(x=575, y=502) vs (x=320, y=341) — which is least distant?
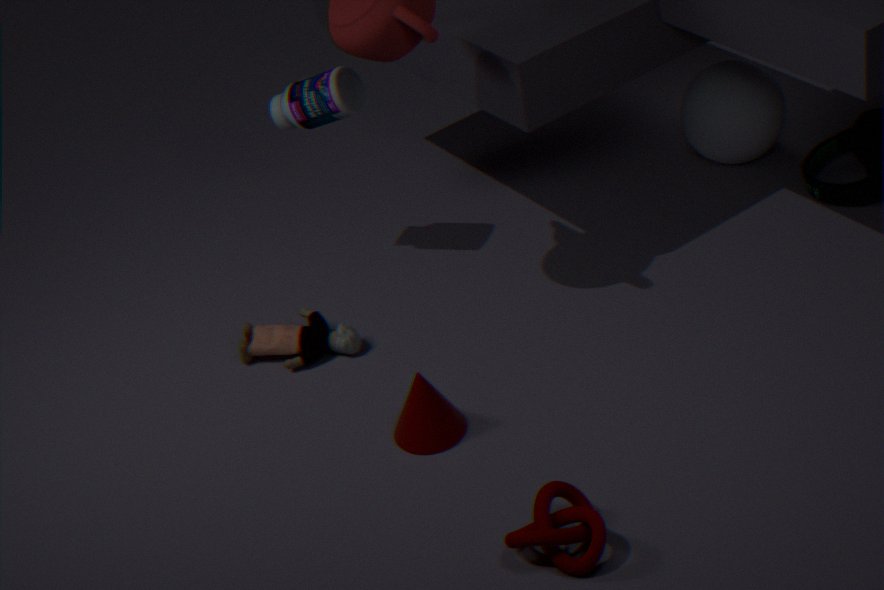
(x=575, y=502)
